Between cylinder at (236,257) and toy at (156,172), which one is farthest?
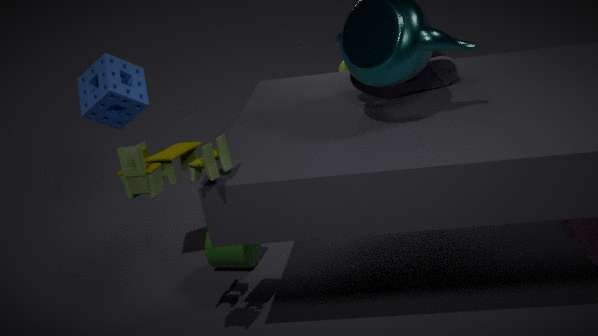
cylinder at (236,257)
